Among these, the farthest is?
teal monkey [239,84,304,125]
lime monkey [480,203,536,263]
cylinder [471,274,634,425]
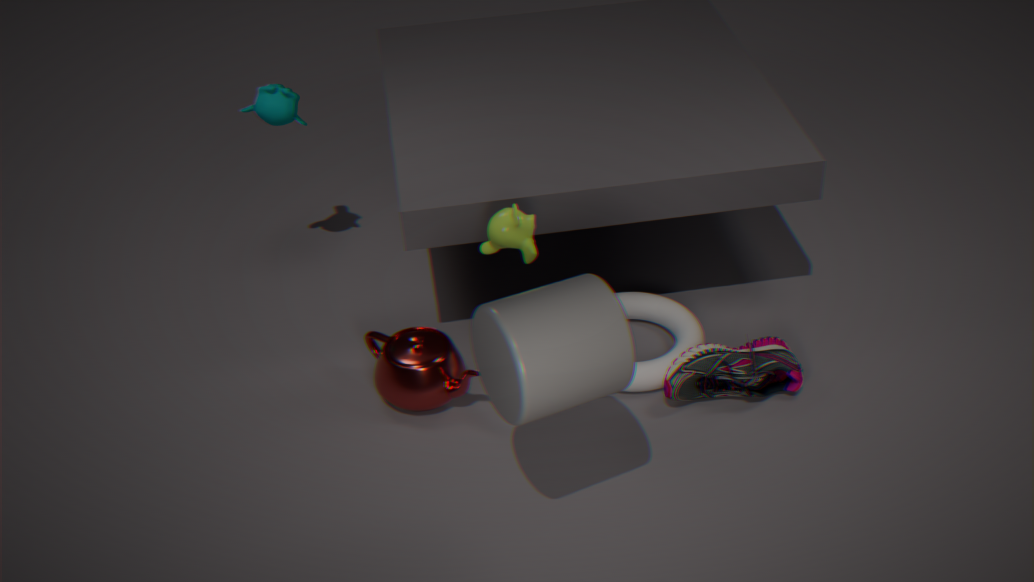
teal monkey [239,84,304,125]
